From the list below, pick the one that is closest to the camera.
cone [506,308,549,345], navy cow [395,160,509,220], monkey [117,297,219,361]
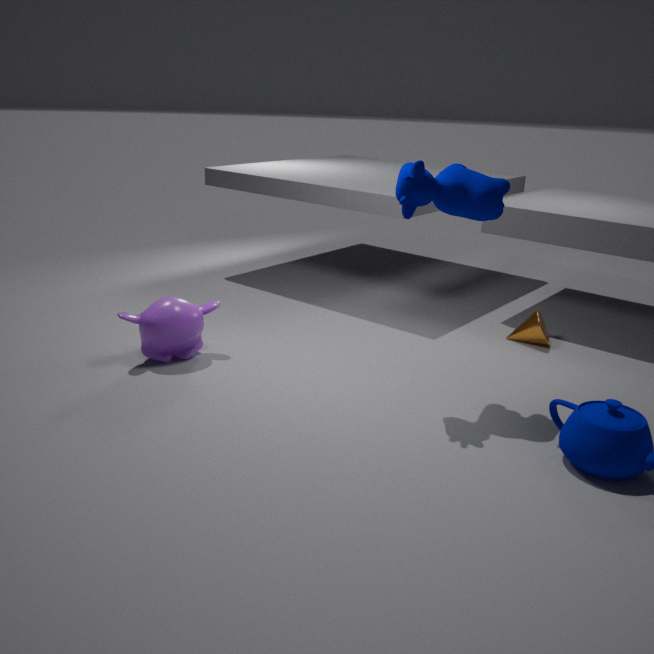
navy cow [395,160,509,220]
